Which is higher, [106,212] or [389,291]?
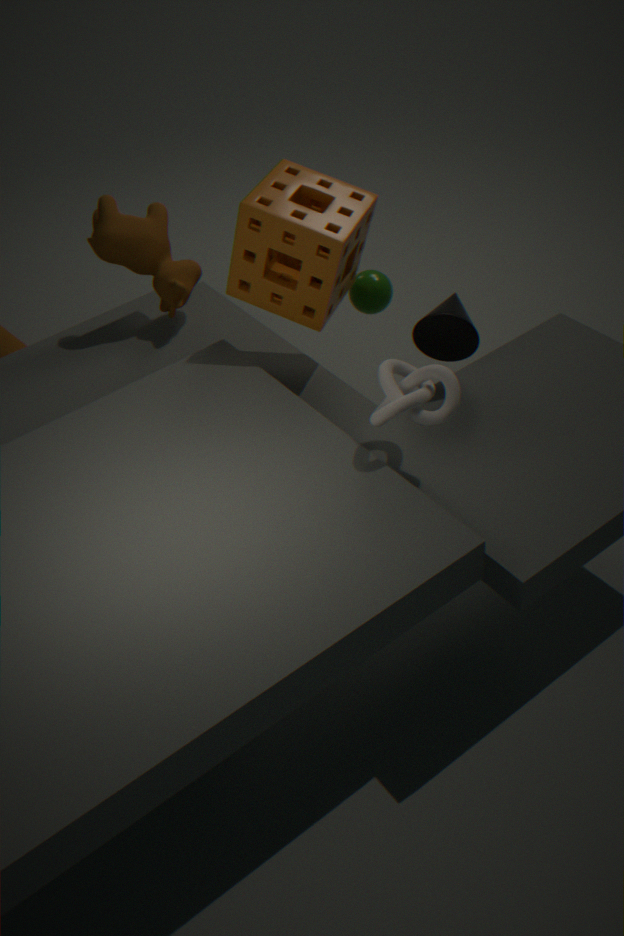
[106,212]
